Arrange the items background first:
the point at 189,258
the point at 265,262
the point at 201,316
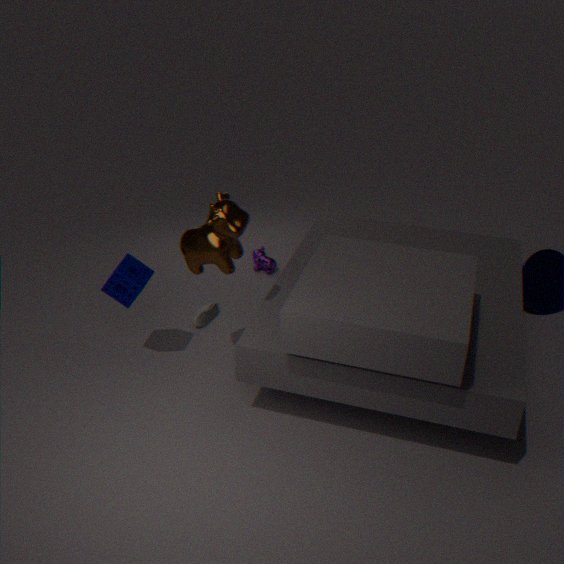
1. the point at 265,262
2. the point at 201,316
3. the point at 189,258
